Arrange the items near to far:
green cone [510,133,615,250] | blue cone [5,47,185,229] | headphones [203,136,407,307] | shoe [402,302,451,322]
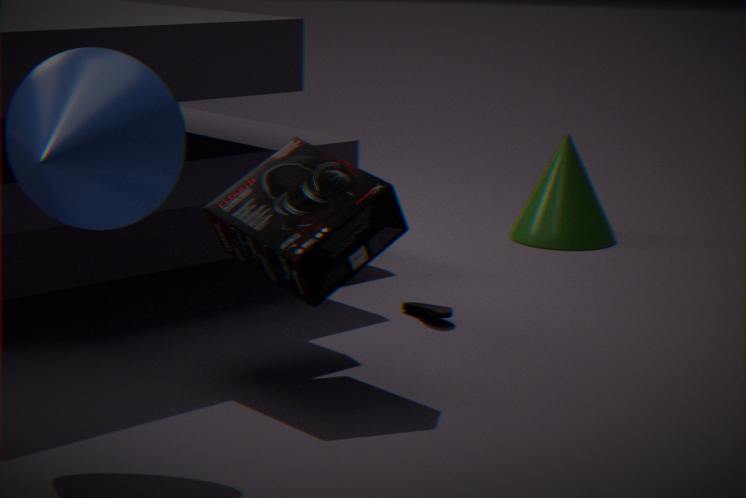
blue cone [5,47,185,229]
headphones [203,136,407,307]
shoe [402,302,451,322]
green cone [510,133,615,250]
